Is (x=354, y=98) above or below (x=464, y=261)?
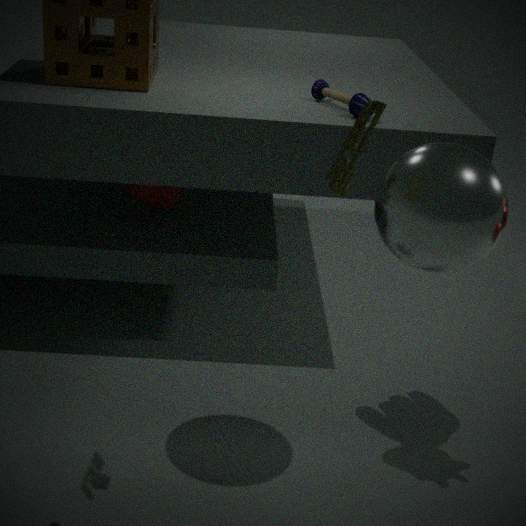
above
